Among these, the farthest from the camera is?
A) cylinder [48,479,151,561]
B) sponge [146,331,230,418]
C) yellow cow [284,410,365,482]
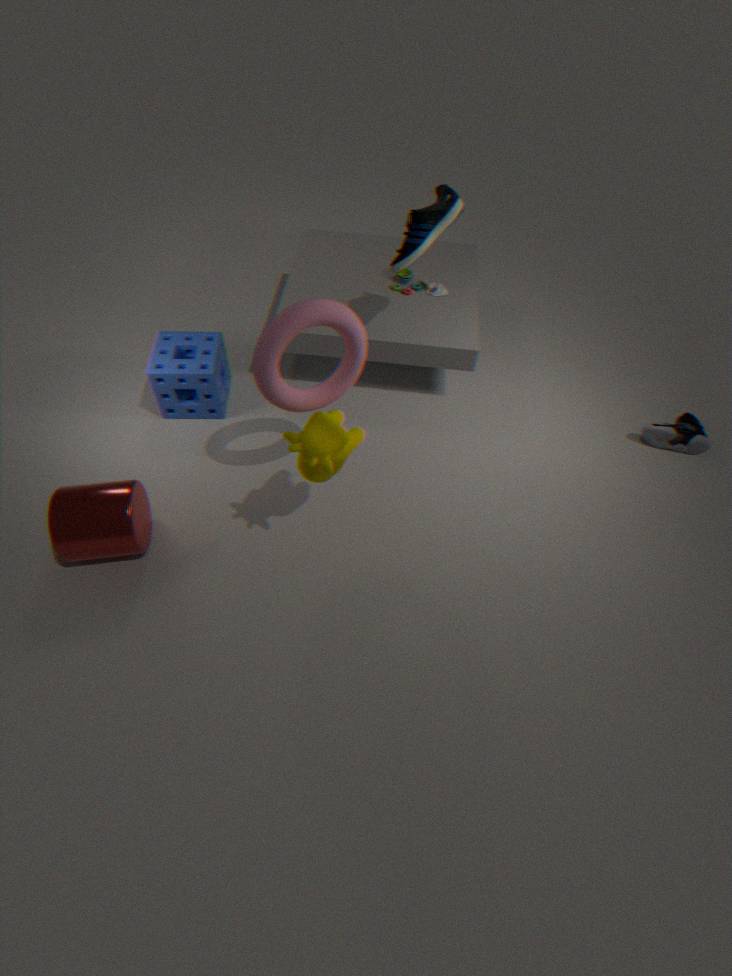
sponge [146,331,230,418]
